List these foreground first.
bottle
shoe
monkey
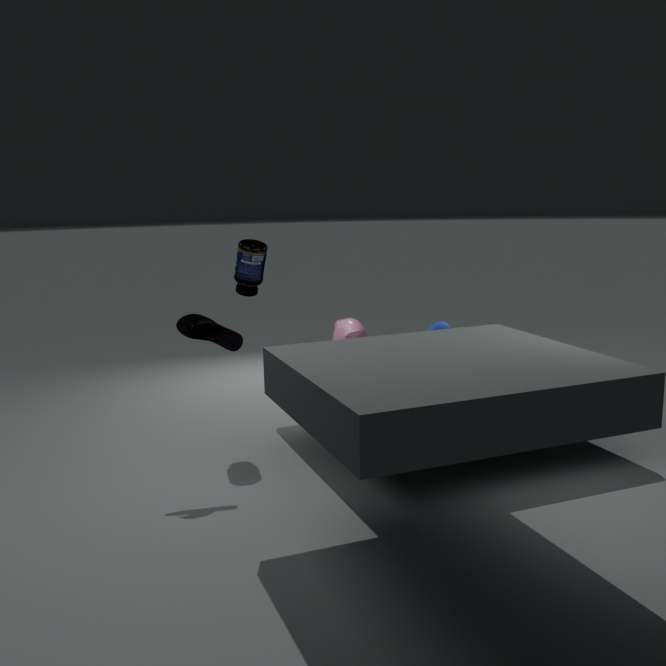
shoe → bottle → monkey
